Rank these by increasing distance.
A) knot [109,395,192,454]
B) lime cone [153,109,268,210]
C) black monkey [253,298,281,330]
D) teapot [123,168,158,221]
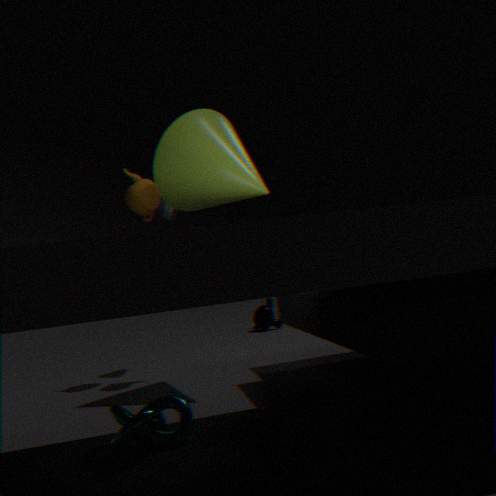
1. knot [109,395,192,454]
2. lime cone [153,109,268,210]
3. teapot [123,168,158,221]
4. black monkey [253,298,281,330]
